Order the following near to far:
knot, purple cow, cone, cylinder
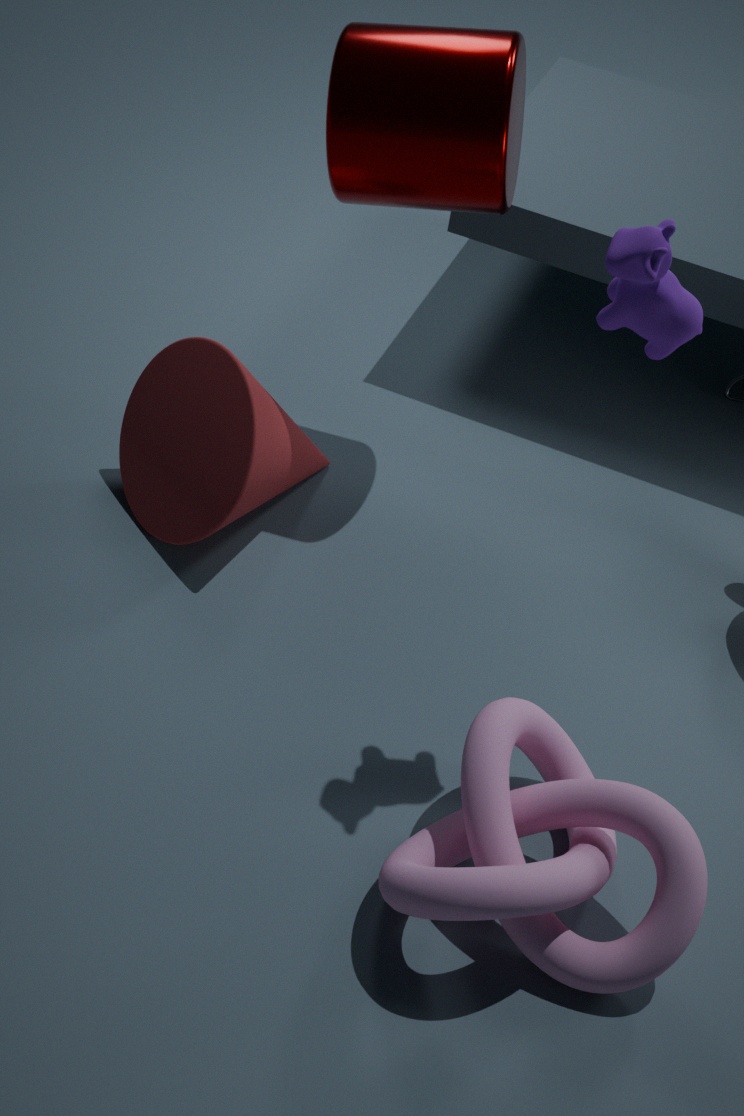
purple cow
knot
cylinder
cone
